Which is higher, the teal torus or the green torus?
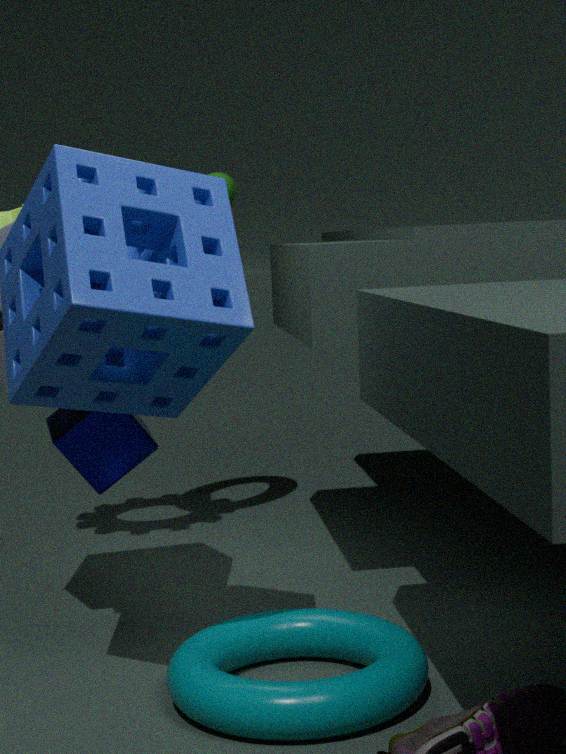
the green torus
